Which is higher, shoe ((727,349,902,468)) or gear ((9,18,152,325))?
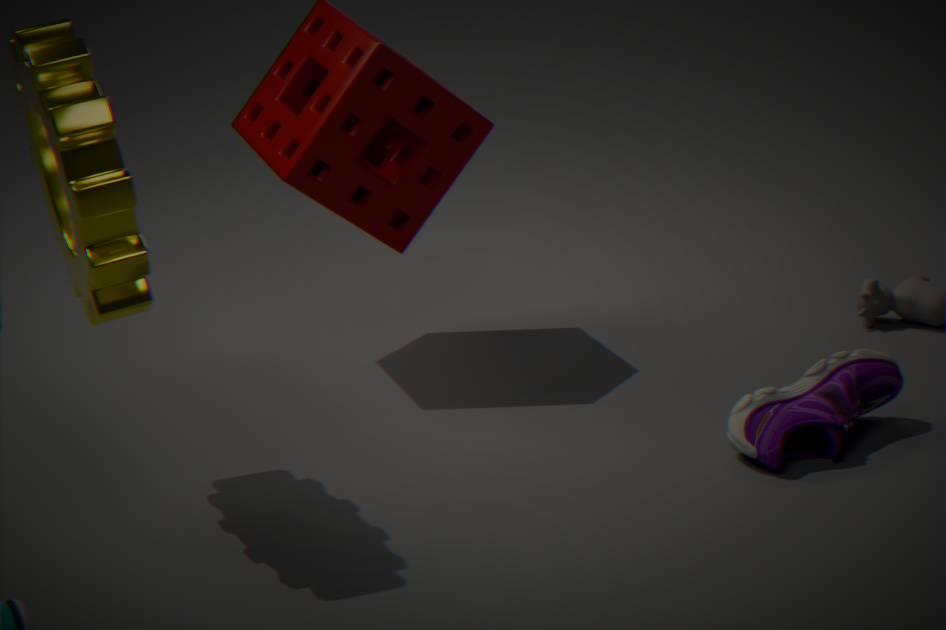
gear ((9,18,152,325))
